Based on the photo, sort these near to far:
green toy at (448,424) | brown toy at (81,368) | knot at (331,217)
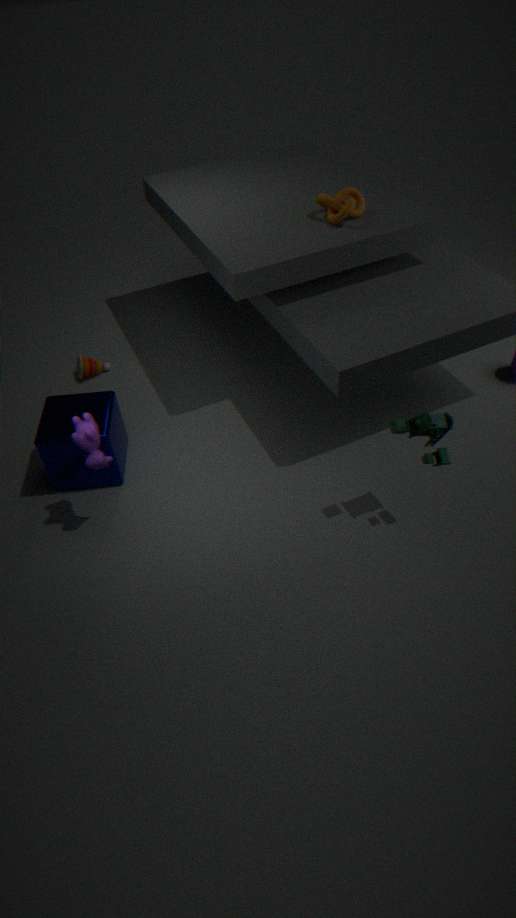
1. green toy at (448,424)
2. knot at (331,217)
3. brown toy at (81,368)
